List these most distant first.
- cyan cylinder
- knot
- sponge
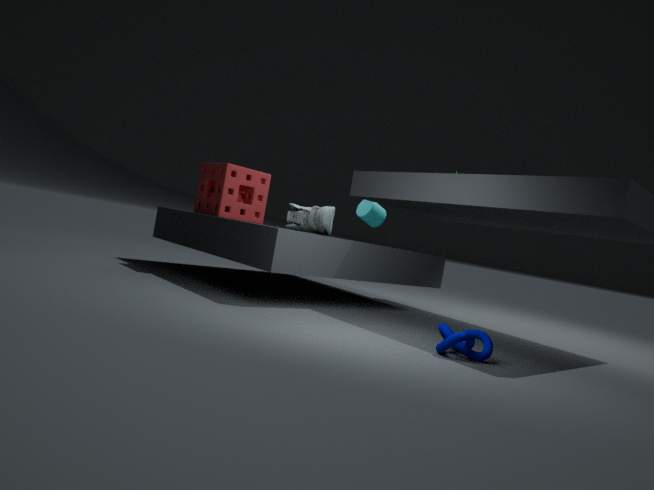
1. cyan cylinder
2. sponge
3. knot
